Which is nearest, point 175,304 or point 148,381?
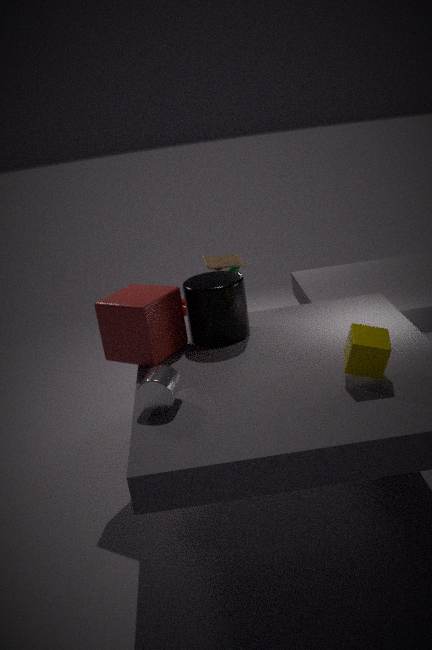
point 148,381
